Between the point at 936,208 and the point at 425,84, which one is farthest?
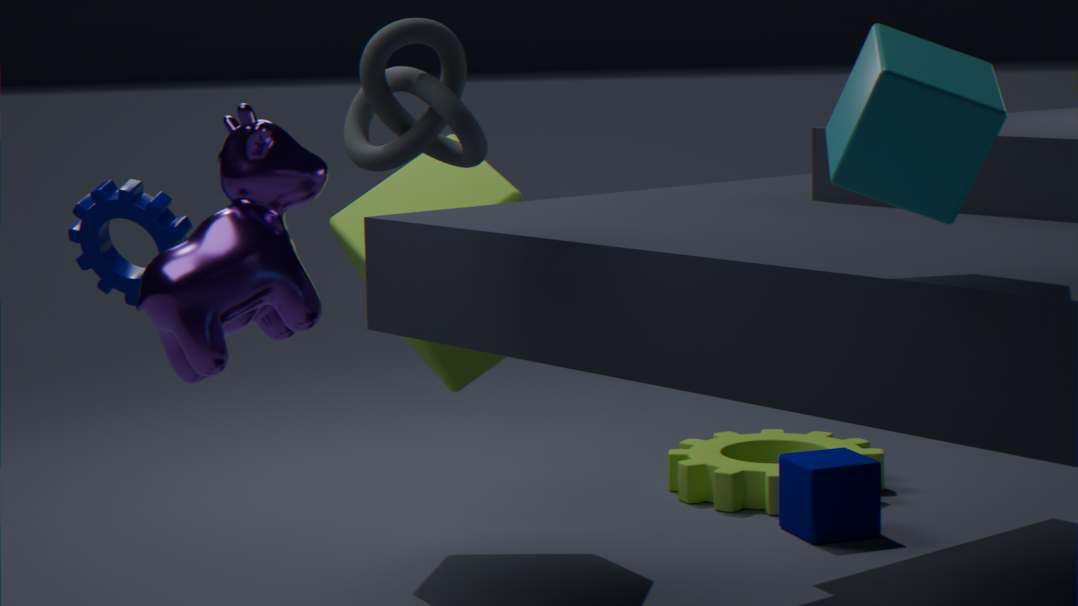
the point at 425,84
